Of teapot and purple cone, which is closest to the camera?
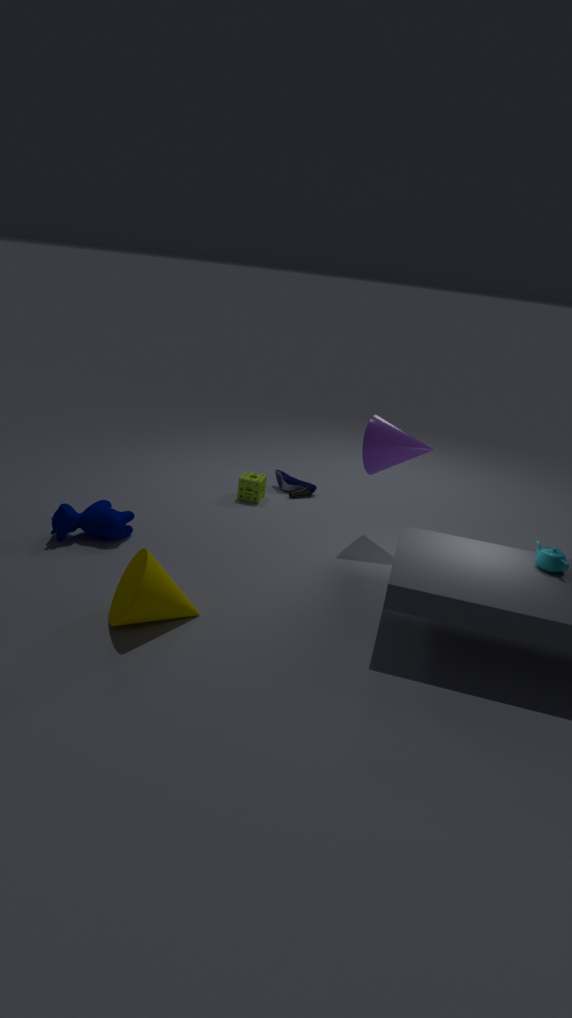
teapot
